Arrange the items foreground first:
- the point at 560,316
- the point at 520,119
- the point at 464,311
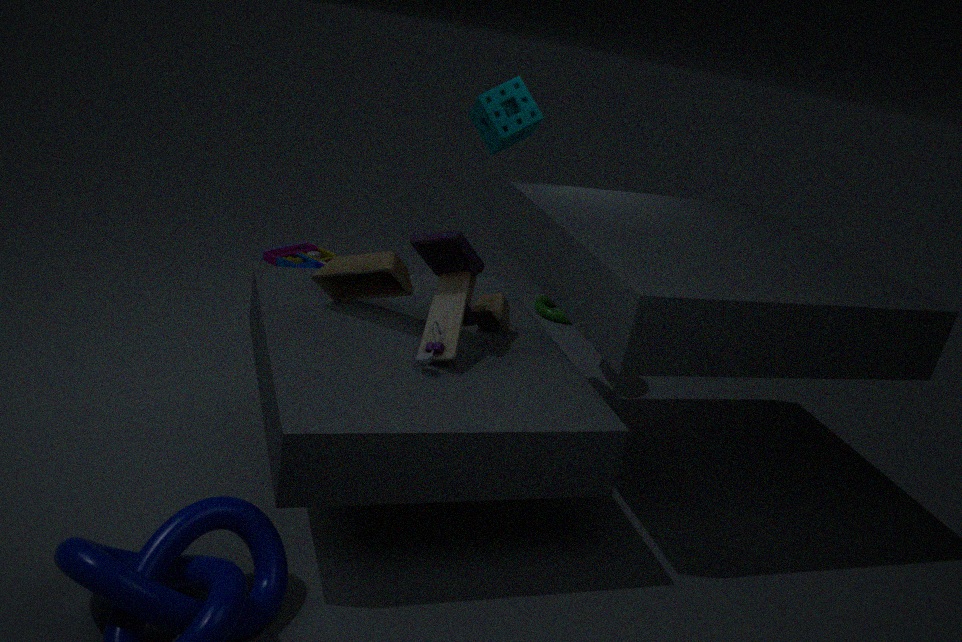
the point at 464,311
the point at 520,119
the point at 560,316
